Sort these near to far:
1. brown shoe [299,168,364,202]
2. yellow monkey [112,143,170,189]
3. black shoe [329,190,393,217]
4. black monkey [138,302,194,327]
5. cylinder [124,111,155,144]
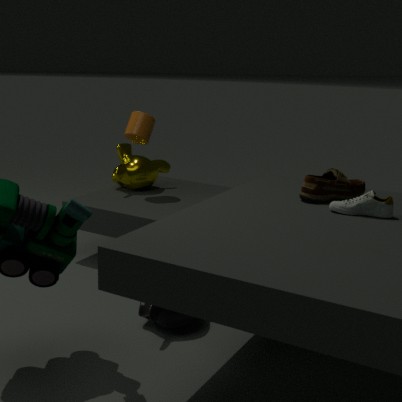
black shoe [329,190,393,217], brown shoe [299,168,364,202], black monkey [138,302,194,327], cylinder [124,111,155,144], yellow monkey [112,143,170,189]
